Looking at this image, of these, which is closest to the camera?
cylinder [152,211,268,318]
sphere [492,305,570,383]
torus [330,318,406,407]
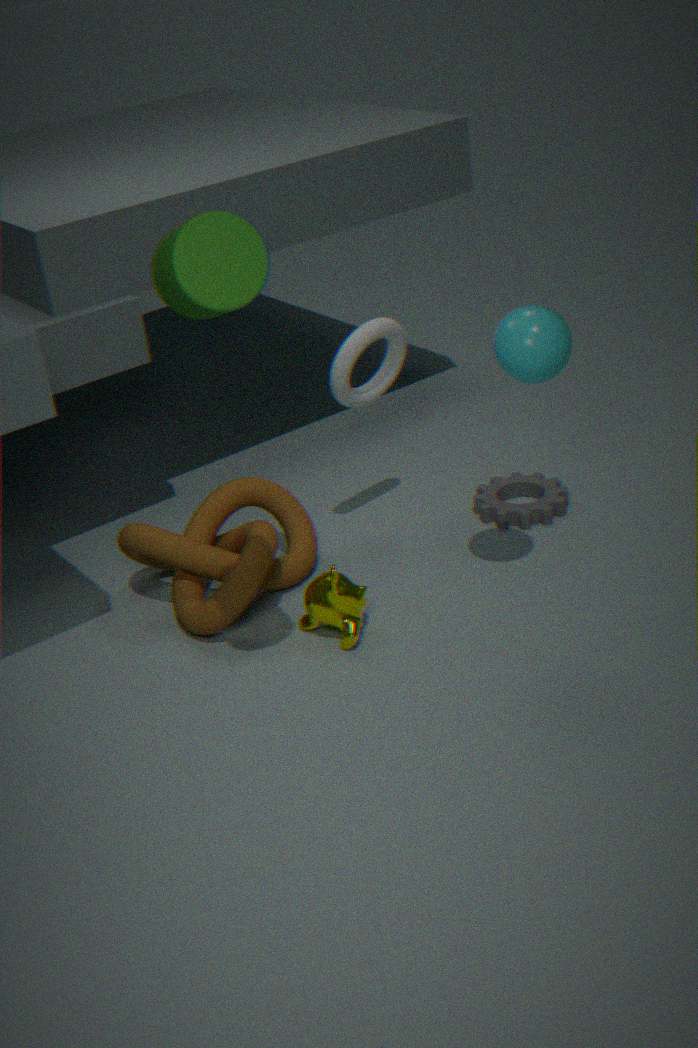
cylinder [152,211,268,318]
